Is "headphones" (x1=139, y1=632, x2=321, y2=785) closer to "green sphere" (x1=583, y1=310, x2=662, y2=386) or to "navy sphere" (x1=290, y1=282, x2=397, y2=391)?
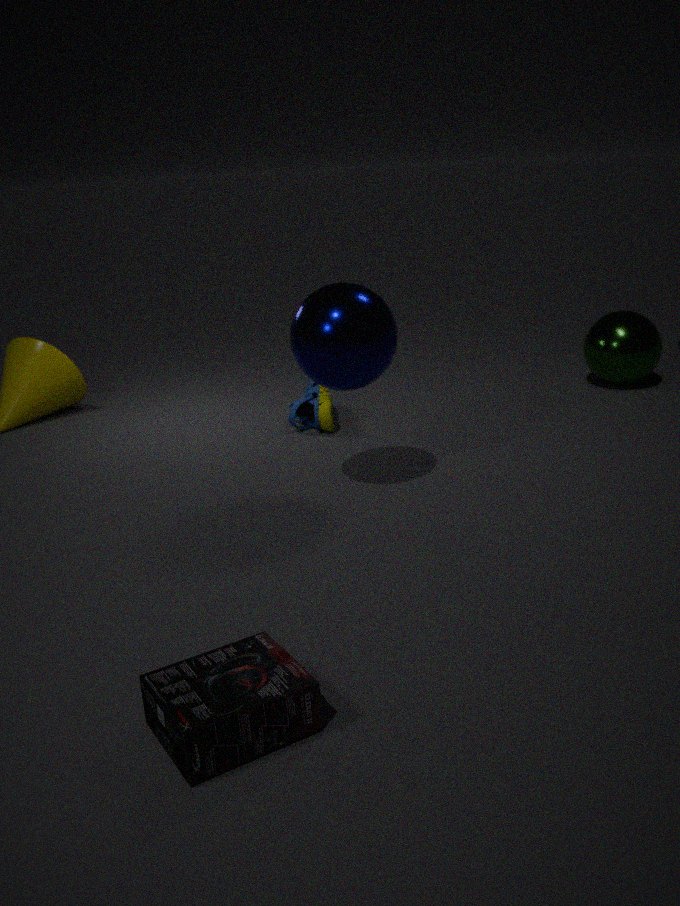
"navy sphere" (x1=290, y1=282, x2=397, y2=391)
